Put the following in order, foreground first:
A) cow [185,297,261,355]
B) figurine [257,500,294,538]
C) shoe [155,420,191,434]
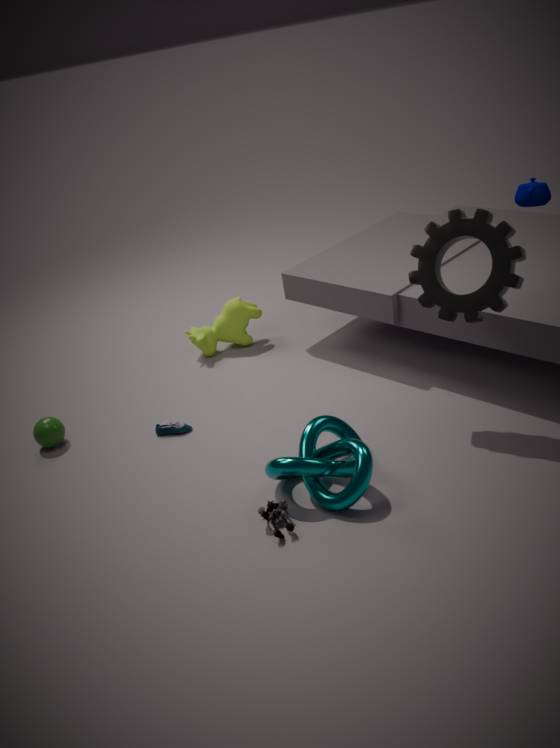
1. B. figurine [257,500,294,538]
2. C. shoe [155,420,191,434]
3. A. cow [185,297,261,355]
